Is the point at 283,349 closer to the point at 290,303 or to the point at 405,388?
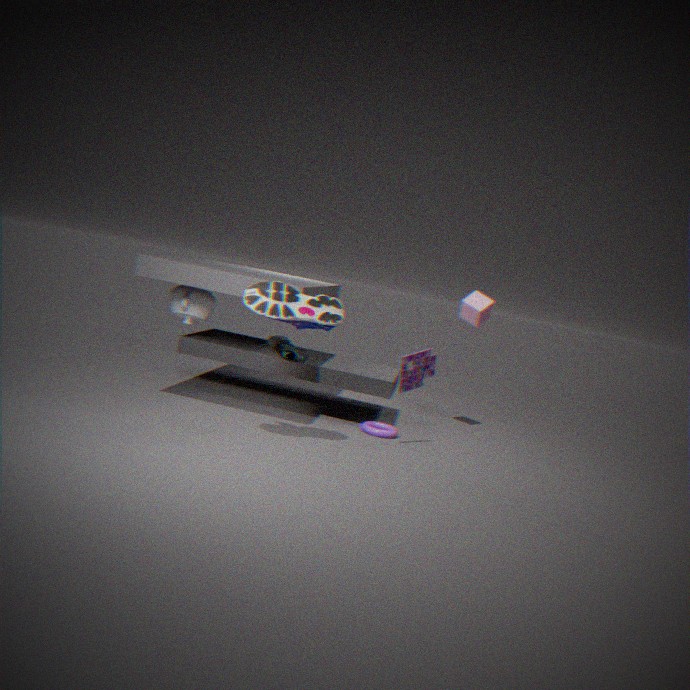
the point at 290,303
